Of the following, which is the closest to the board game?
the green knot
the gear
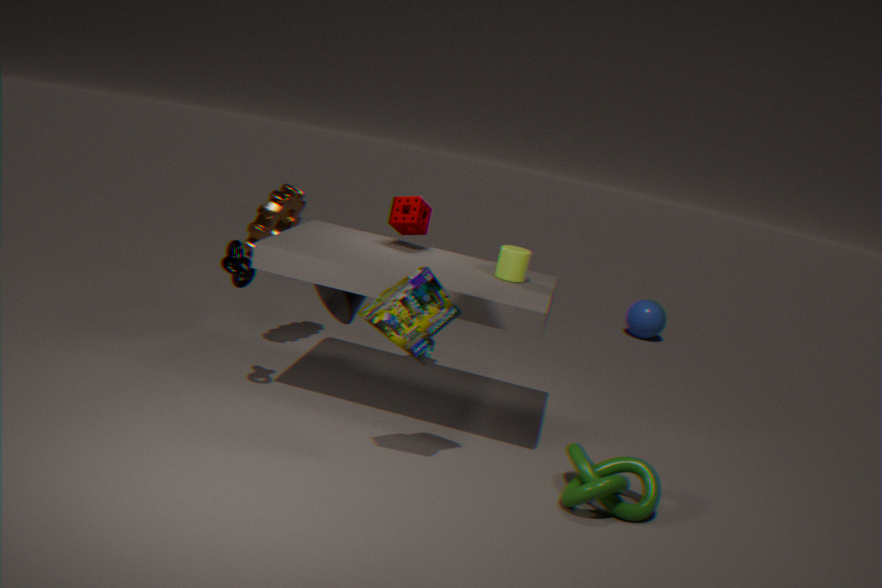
the green knot
